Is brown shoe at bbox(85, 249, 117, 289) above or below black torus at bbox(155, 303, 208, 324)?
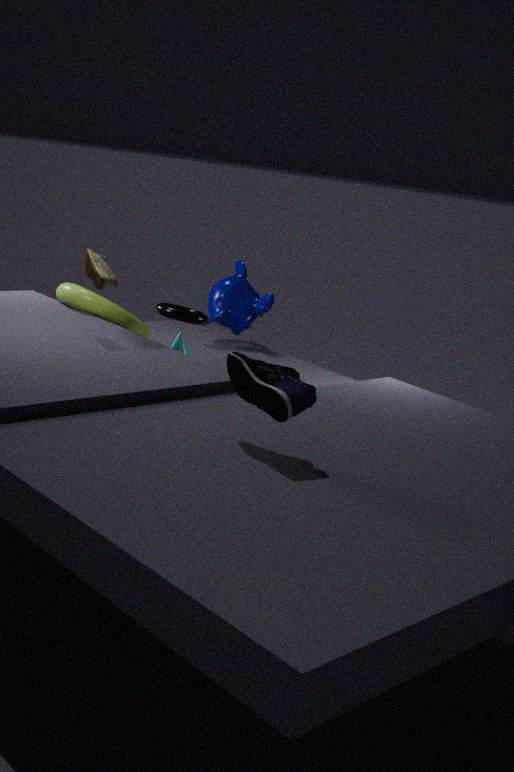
above
